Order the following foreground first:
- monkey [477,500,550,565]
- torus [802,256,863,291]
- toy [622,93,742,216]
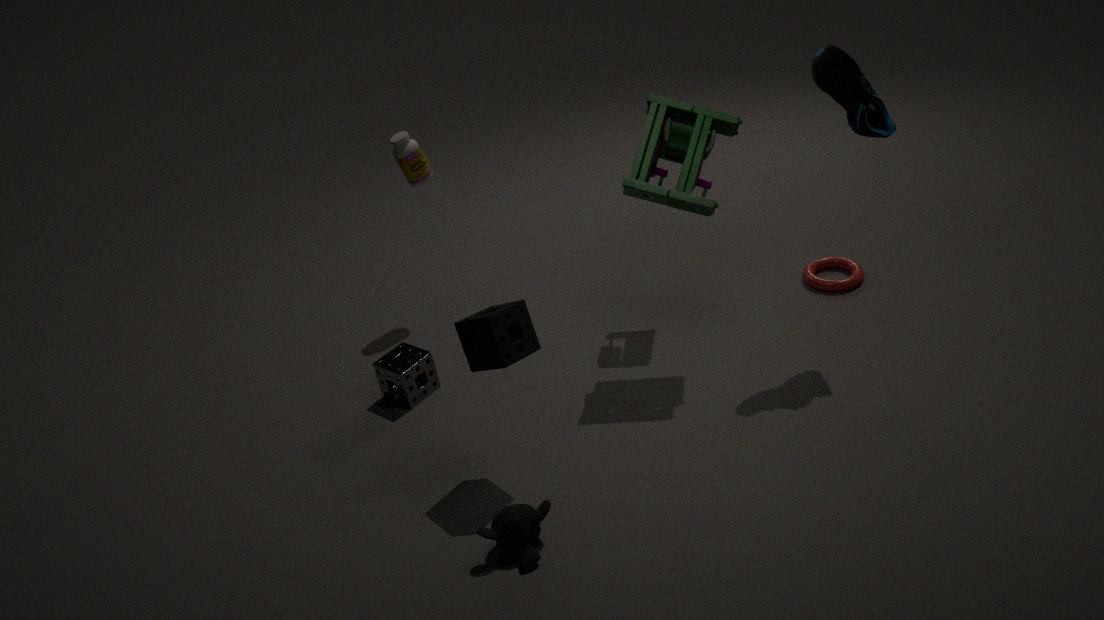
1. monkey [477,500,550,565]
2. toy [622,93,742,216]
3. torus [802,256,863,291]
